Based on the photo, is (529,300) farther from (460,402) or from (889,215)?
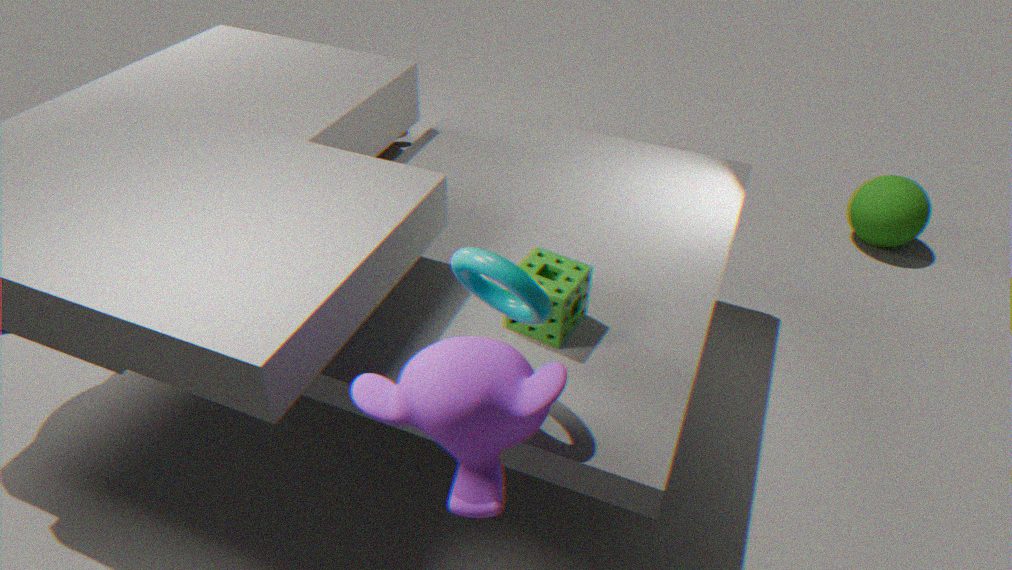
(889,215)
